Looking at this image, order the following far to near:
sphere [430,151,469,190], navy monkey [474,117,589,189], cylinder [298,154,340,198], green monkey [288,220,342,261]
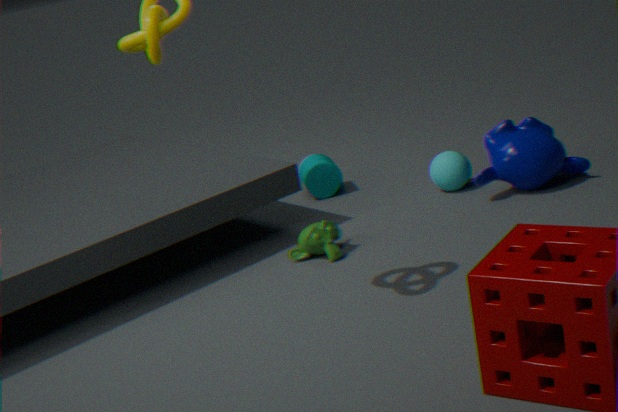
cylinder [298,154,340,198] → sphere [430,151,469,190] → navy monkey [474,117,589,189] → green monkey [288,220,342,261]
